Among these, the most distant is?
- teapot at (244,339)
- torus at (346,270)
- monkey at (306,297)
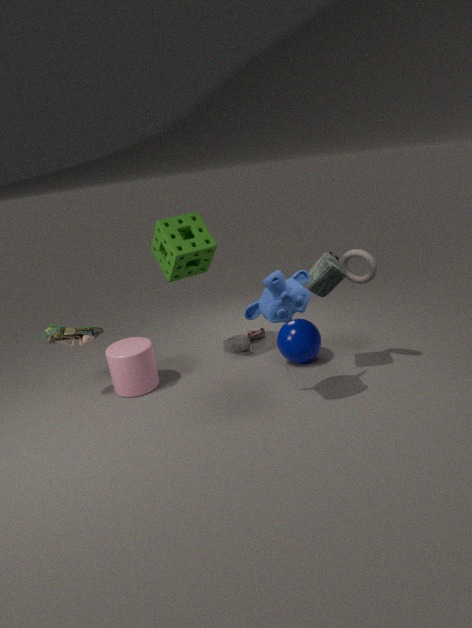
→ teapot at (244,339)
